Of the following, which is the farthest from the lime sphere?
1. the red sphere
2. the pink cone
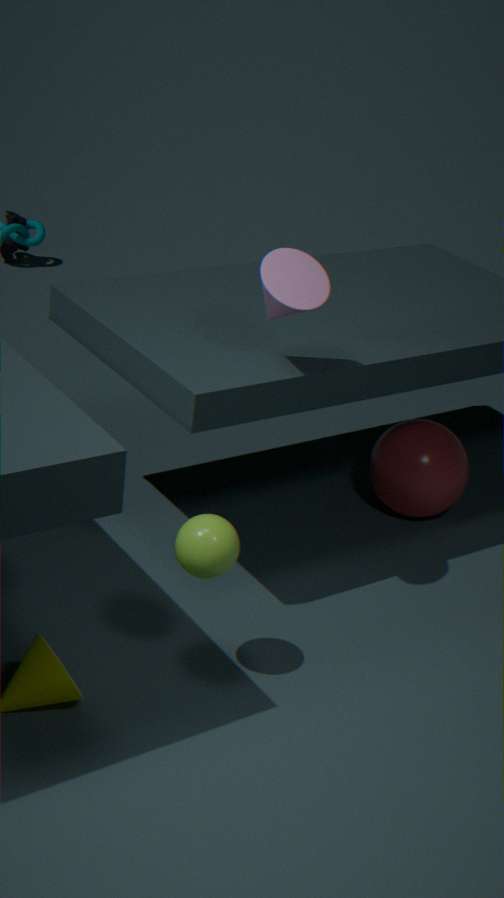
the red sphere
